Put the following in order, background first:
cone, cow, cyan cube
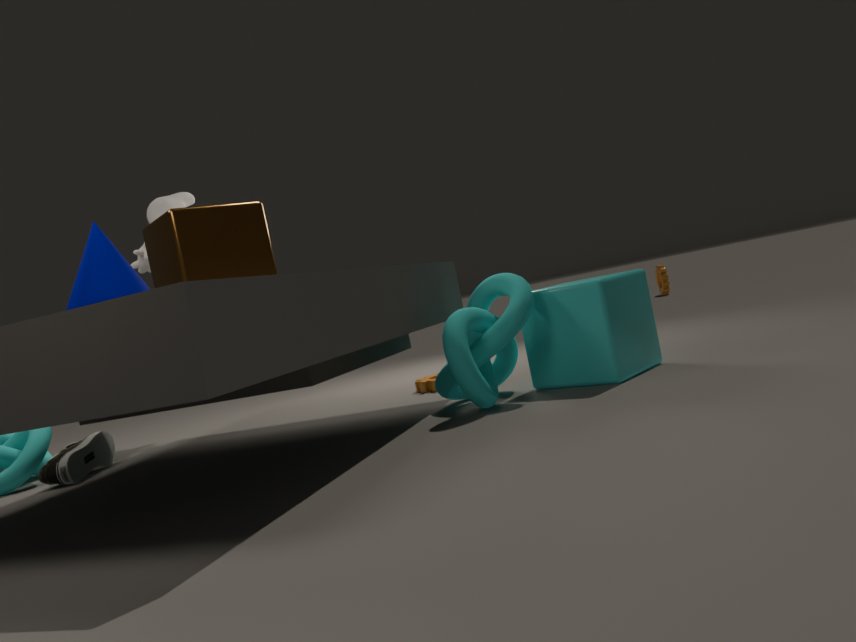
1. cow
2. cyan cube
3. cone
